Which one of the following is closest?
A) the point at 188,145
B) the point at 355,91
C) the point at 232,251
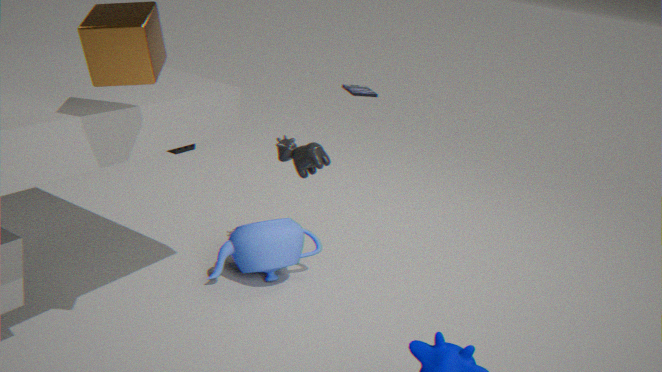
the point at 232,251
